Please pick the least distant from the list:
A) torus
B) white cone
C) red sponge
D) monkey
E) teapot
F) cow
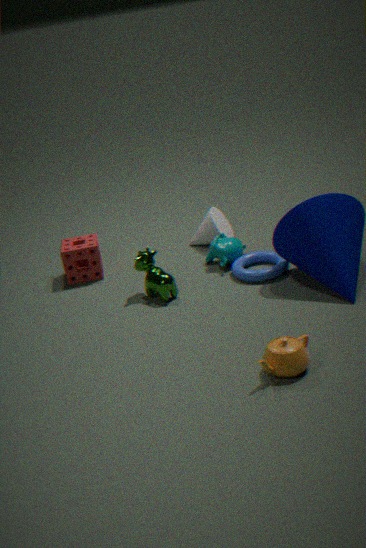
teapot
